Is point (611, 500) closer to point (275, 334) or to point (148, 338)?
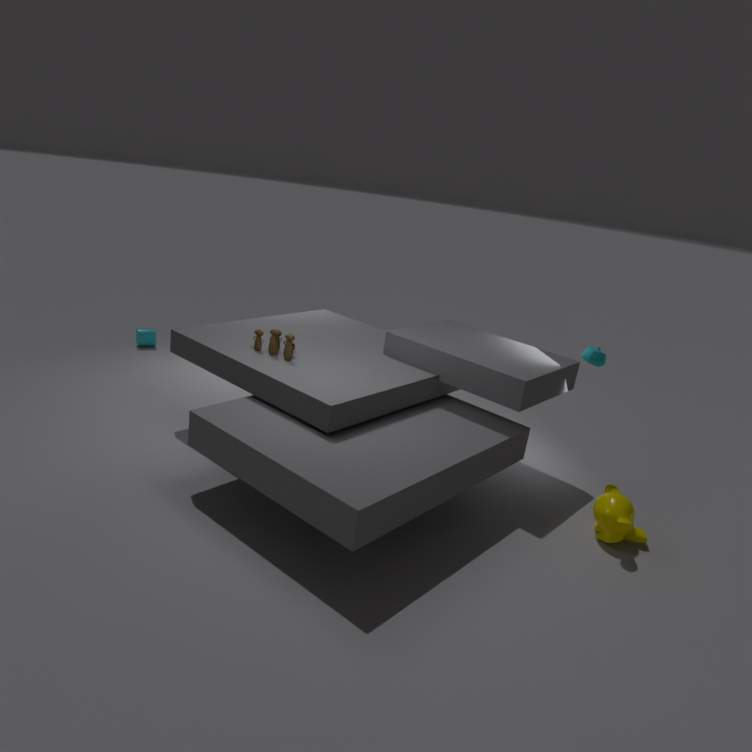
point (275, 334)
